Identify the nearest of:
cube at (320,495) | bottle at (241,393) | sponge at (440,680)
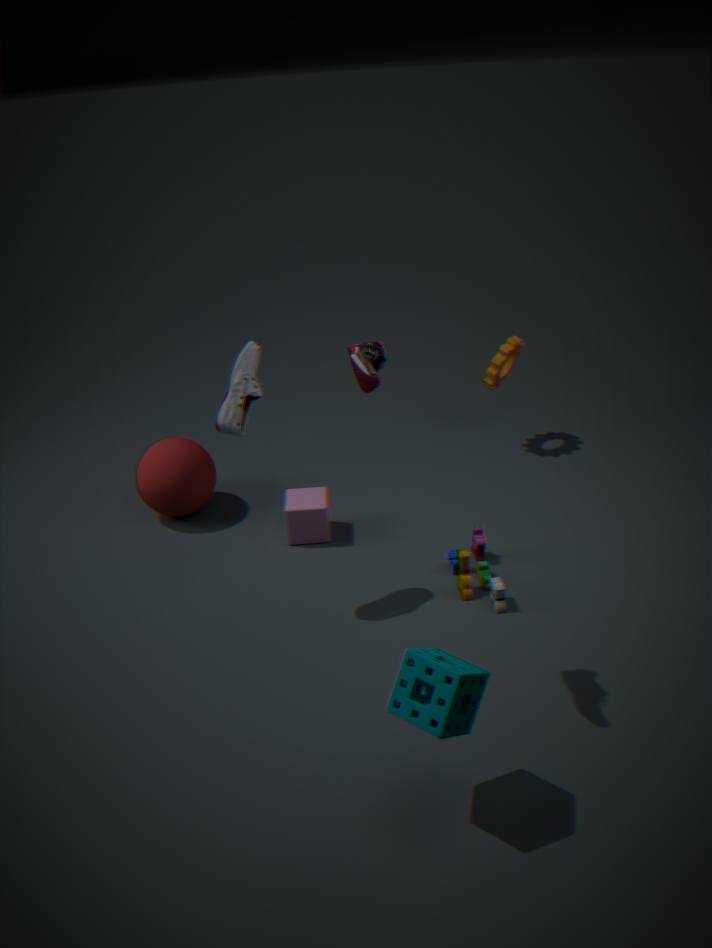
sponge at (440,680)
